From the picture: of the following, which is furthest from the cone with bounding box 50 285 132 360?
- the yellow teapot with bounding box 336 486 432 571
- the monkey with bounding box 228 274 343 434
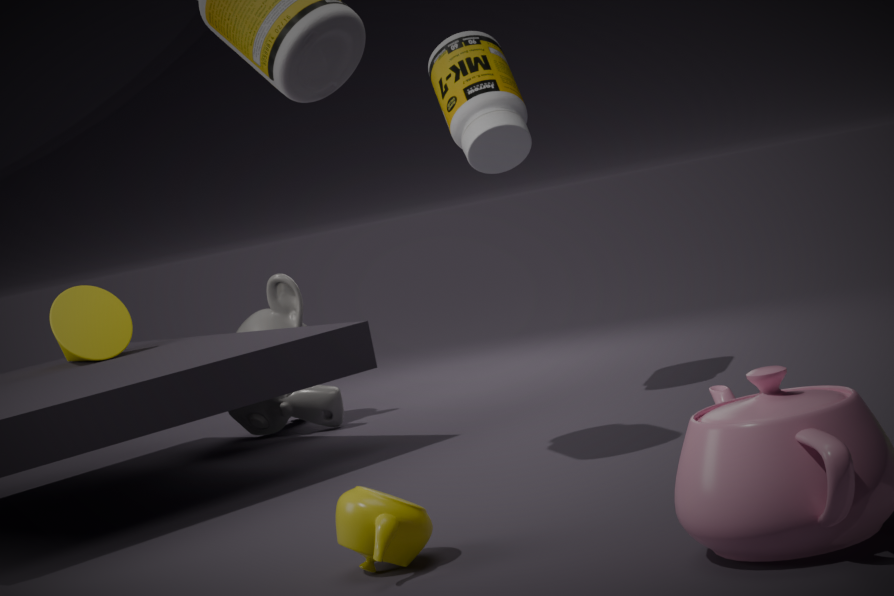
the yellow teapot with bounding box 336 486 432 571
